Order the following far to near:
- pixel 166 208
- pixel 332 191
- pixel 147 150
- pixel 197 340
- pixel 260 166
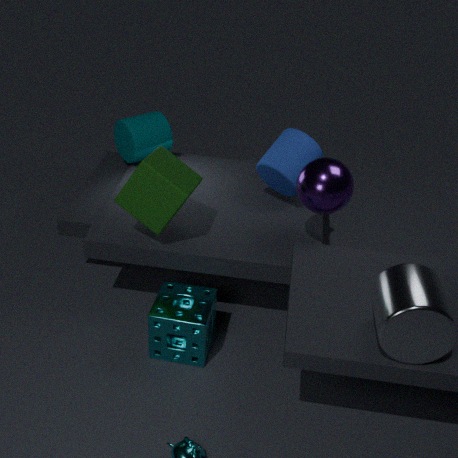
pixel 147 150, pixel 260 166, pixel 166 208, pixel 197 340, pixel 332 191
